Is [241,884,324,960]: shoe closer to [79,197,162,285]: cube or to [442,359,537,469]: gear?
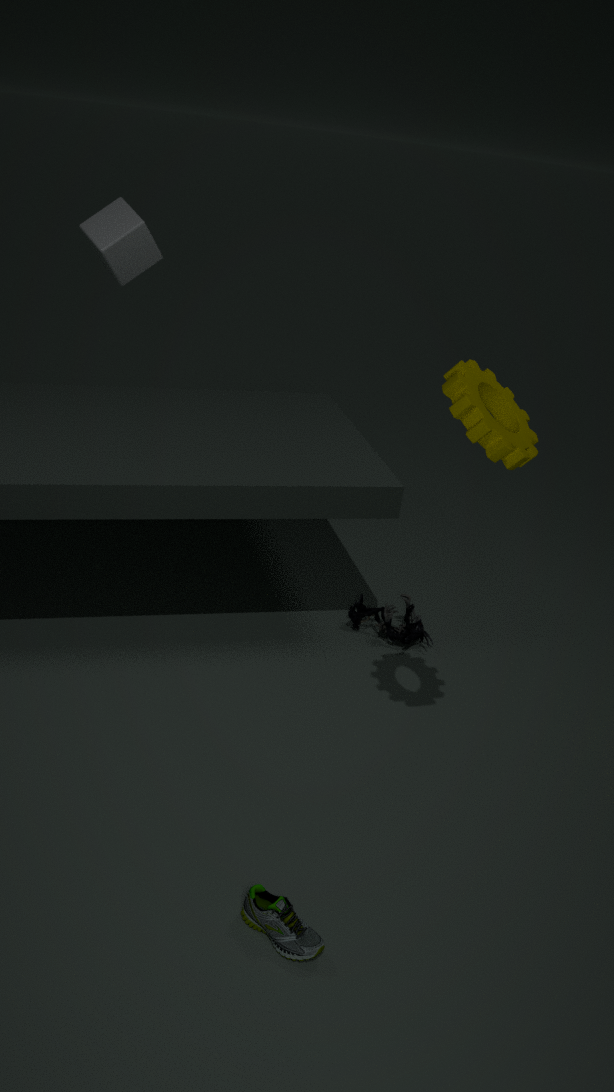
[442,359,537,469]: gear
